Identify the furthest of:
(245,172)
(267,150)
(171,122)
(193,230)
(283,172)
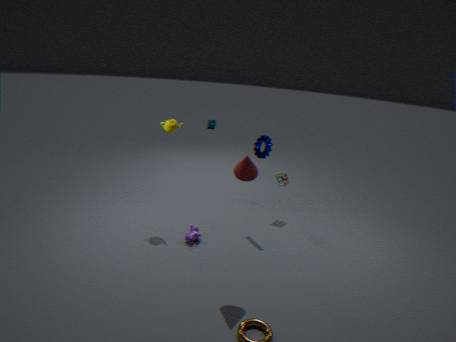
(283,172)
